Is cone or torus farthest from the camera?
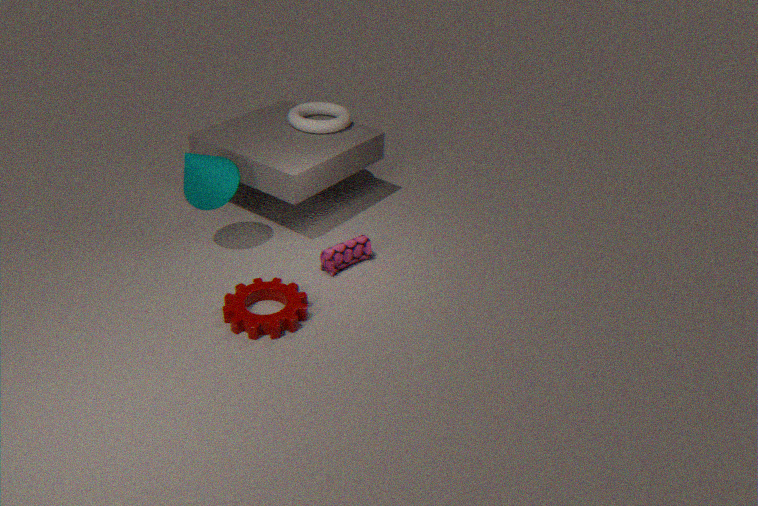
torus
